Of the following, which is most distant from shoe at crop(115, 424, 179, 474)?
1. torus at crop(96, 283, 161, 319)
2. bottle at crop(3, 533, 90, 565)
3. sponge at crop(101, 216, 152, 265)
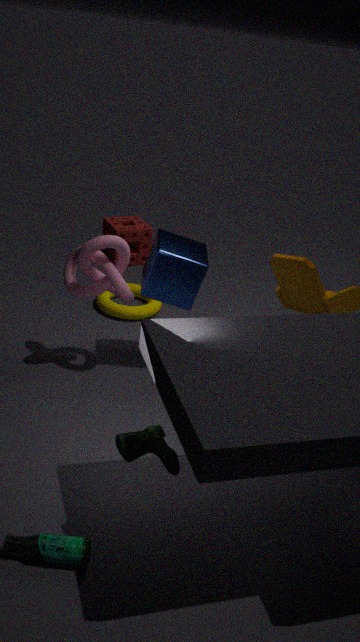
sponge at crop(101, 216, 152, 265)
